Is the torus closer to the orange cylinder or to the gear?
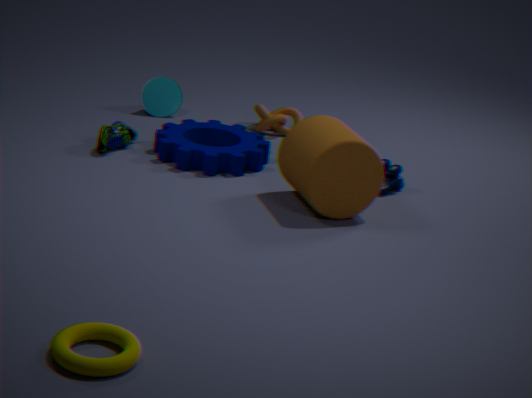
the orange cylinder
